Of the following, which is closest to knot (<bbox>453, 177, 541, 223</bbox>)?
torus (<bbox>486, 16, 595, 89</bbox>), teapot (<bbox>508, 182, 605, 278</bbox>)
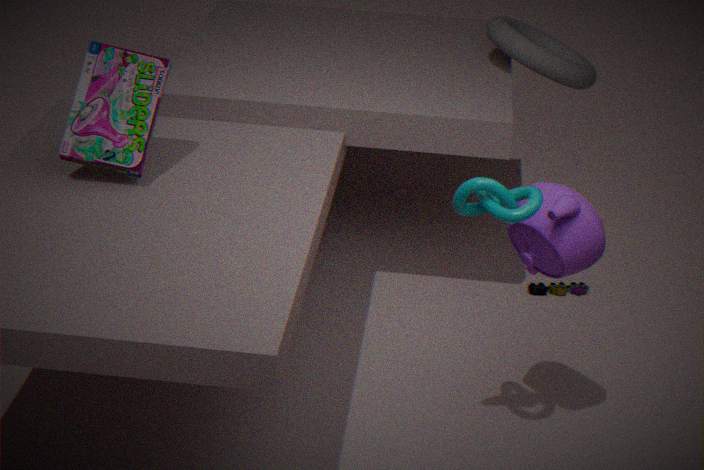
teapot (<bbox>508, 182, 605, 278</bbox>)
